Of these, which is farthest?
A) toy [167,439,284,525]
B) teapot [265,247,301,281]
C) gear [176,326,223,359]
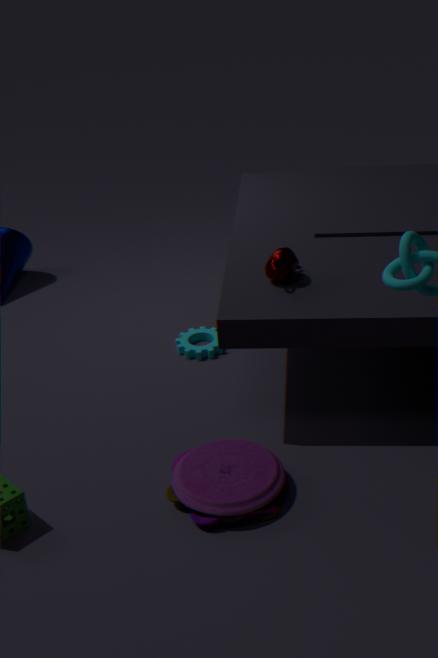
gear [176,326,223,359]
